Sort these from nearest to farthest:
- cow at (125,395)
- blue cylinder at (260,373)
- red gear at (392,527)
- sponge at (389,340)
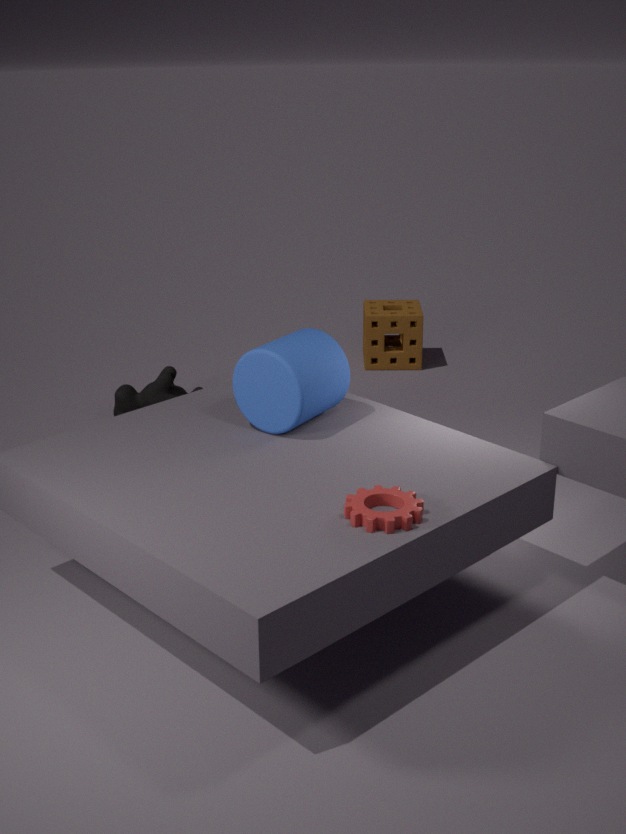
1. red gear at (392,527)
2. blue cylinder at (260,373)
3. cow at (125,395)
4. sponge at (389,340)
